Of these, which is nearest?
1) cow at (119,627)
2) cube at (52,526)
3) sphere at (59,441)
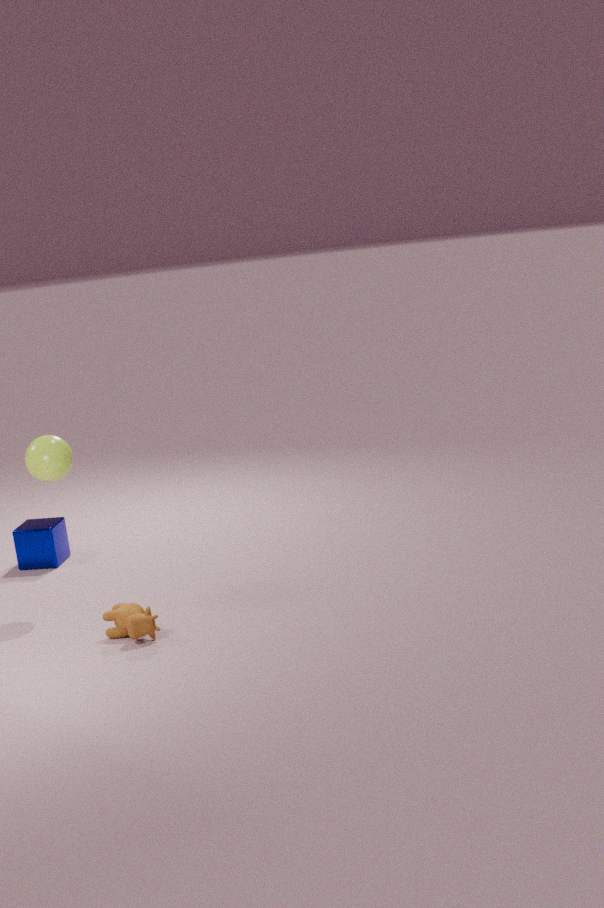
1. cow at (119,627)
